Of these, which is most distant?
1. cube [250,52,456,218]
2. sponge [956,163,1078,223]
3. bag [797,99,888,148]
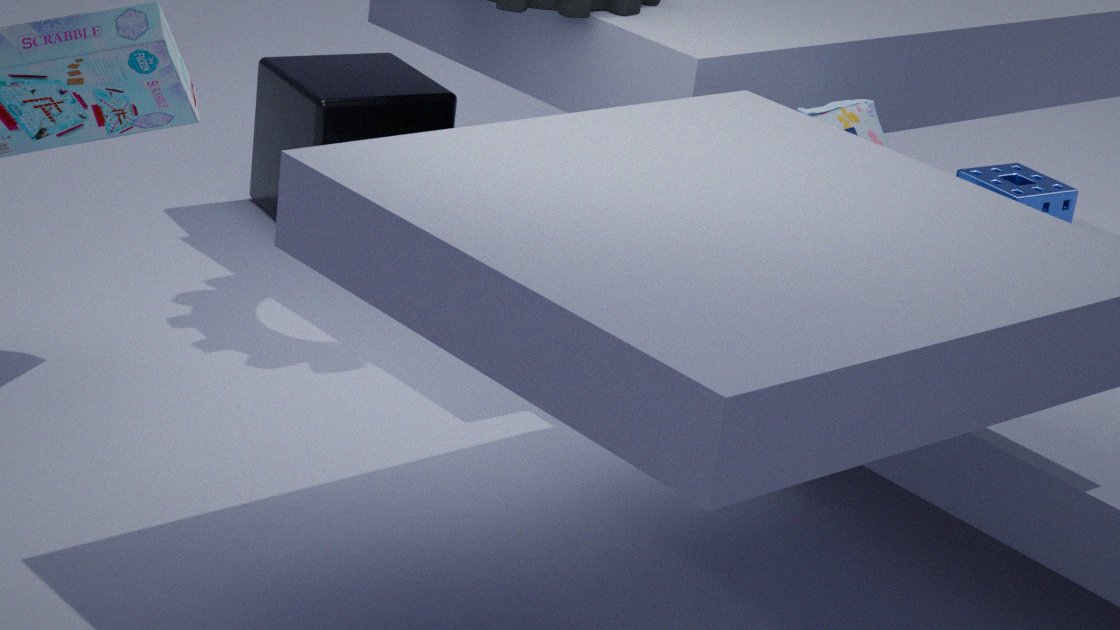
cube [250,52,456,218]
